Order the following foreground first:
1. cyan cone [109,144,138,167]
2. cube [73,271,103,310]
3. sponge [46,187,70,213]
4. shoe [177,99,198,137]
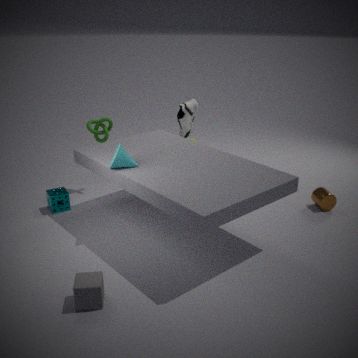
cube [73,271,103,310], cyan cone [109,144,138,167], sponge [46,187,70,213], shoe [177,99,198,137]
